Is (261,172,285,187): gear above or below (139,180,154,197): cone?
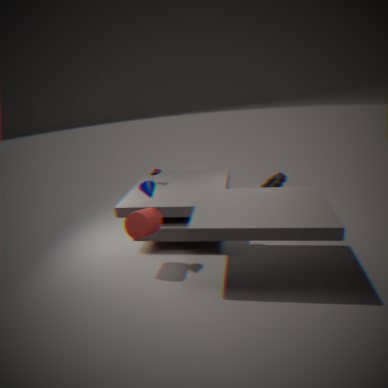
below
